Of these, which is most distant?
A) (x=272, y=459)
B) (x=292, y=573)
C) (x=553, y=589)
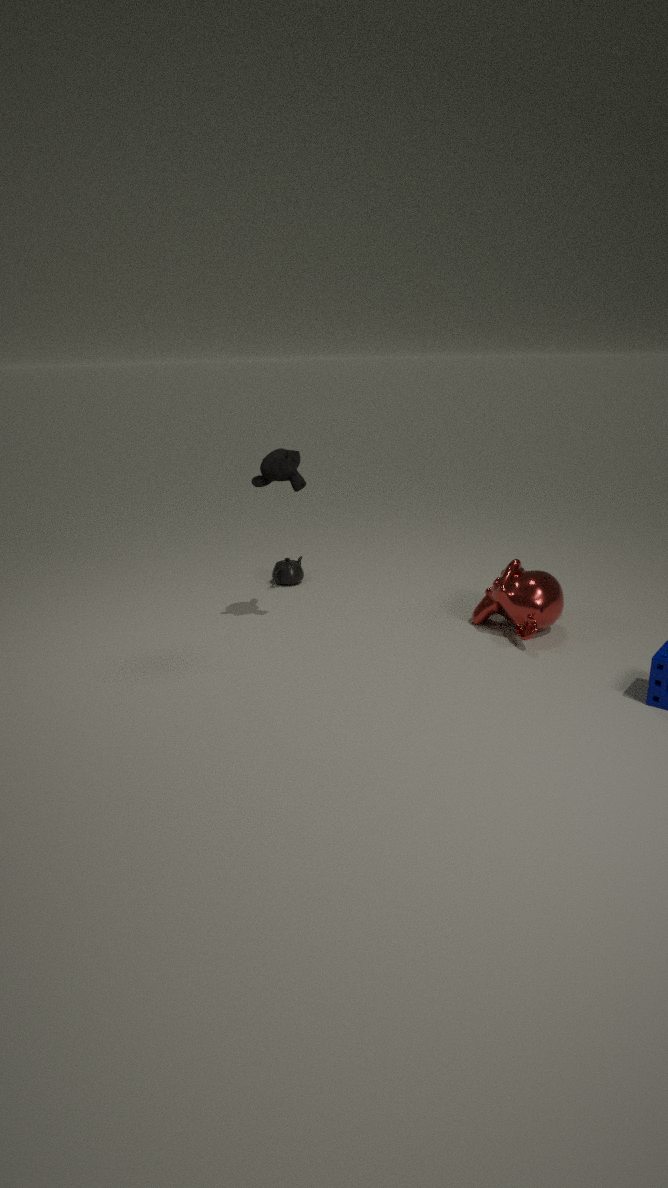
(x=292, y=573)
